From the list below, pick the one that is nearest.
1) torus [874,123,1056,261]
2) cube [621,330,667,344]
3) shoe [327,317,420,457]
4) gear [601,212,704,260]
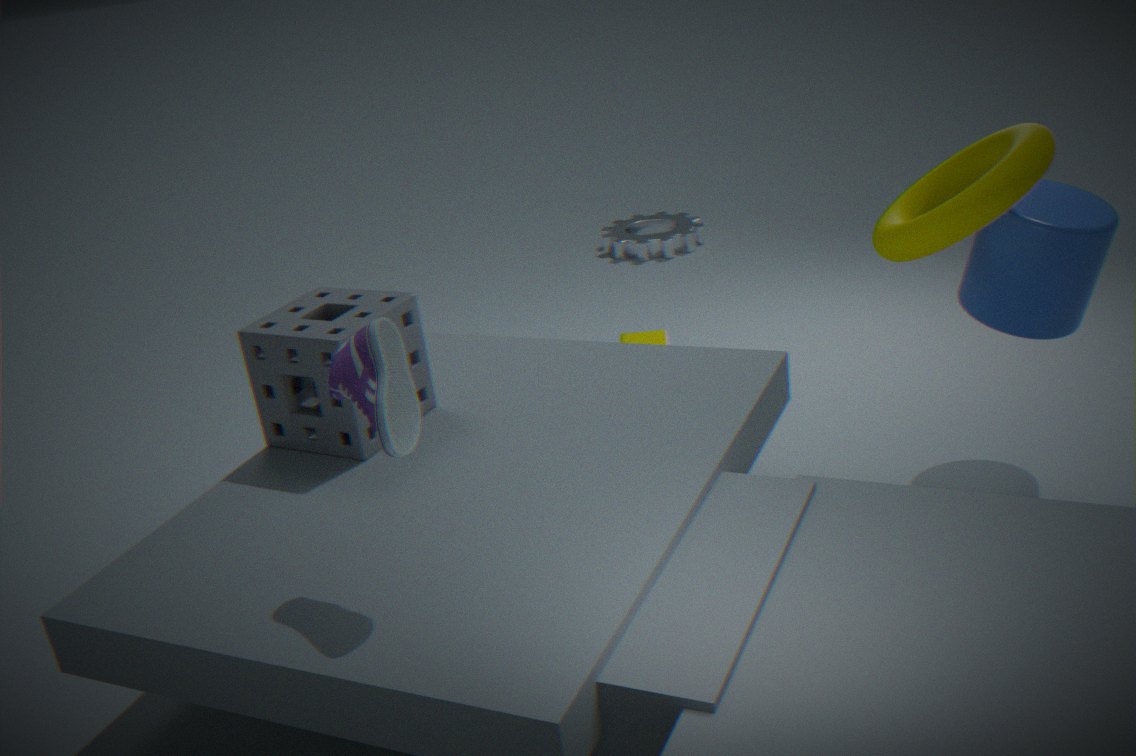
3. shoe [327,317,420,457]
